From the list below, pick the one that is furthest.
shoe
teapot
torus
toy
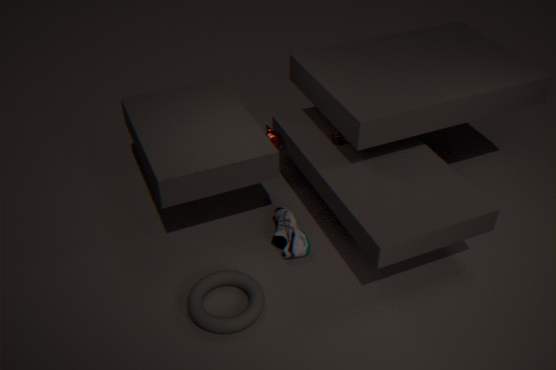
teapot
